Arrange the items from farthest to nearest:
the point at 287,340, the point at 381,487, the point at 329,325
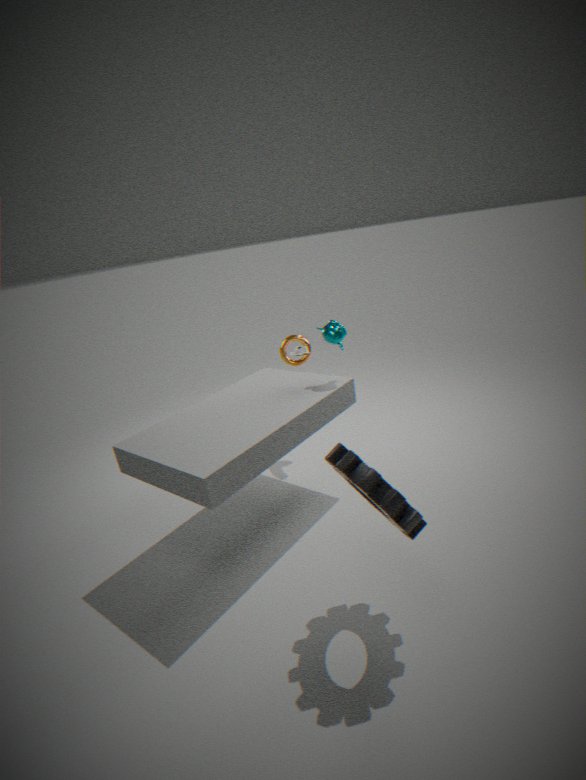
the point at 287,340 < the point at 329,325 < the point at 381,487
